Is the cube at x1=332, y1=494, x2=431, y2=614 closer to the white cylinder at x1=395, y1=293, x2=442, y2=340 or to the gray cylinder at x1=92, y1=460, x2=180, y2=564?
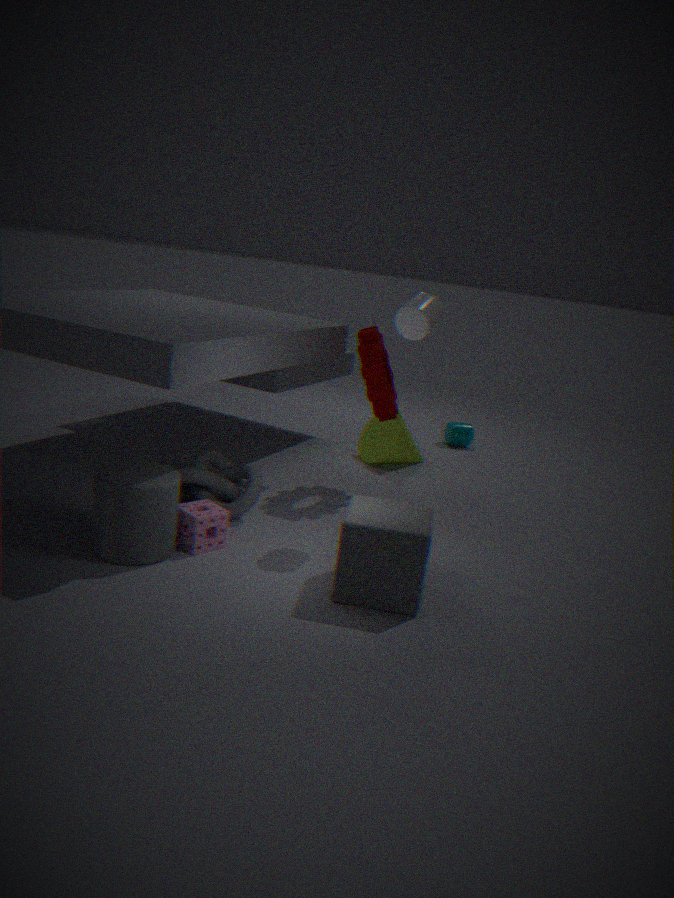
the gray cylinder at x1=92, y1=460, x2=180, y2=564
